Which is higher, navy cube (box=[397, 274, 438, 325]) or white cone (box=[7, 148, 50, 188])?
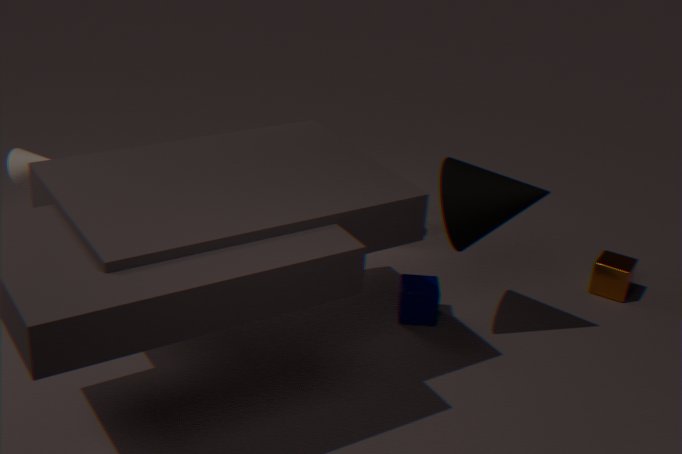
white cone (box=[7, 148, 50, 188])
